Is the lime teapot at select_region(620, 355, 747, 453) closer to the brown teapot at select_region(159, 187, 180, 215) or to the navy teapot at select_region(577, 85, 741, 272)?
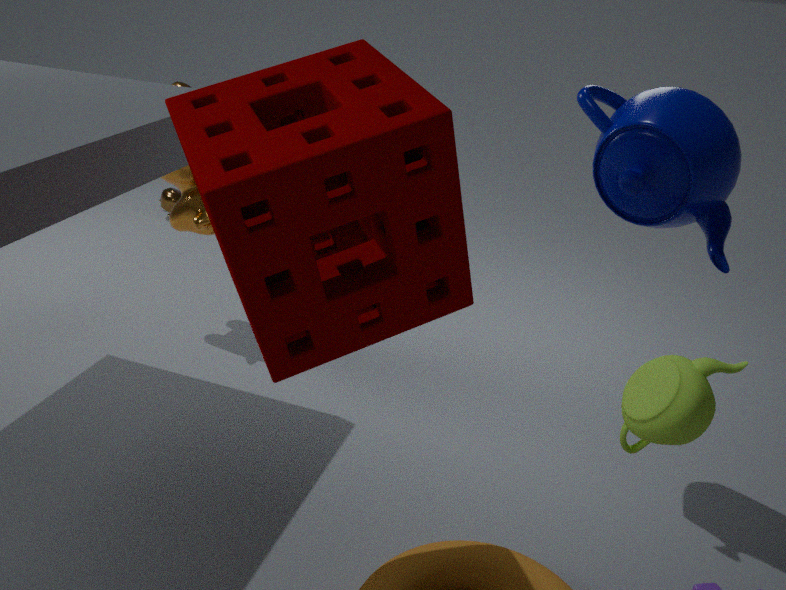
the navy teapot at select_region(577, 85, 741, 272)
